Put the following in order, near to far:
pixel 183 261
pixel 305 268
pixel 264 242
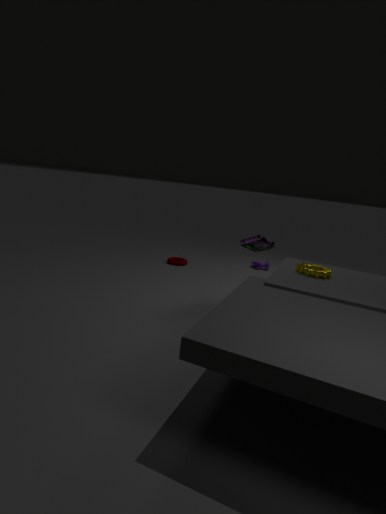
pixel 305 268, pixel 264 242, pixel 183 261
